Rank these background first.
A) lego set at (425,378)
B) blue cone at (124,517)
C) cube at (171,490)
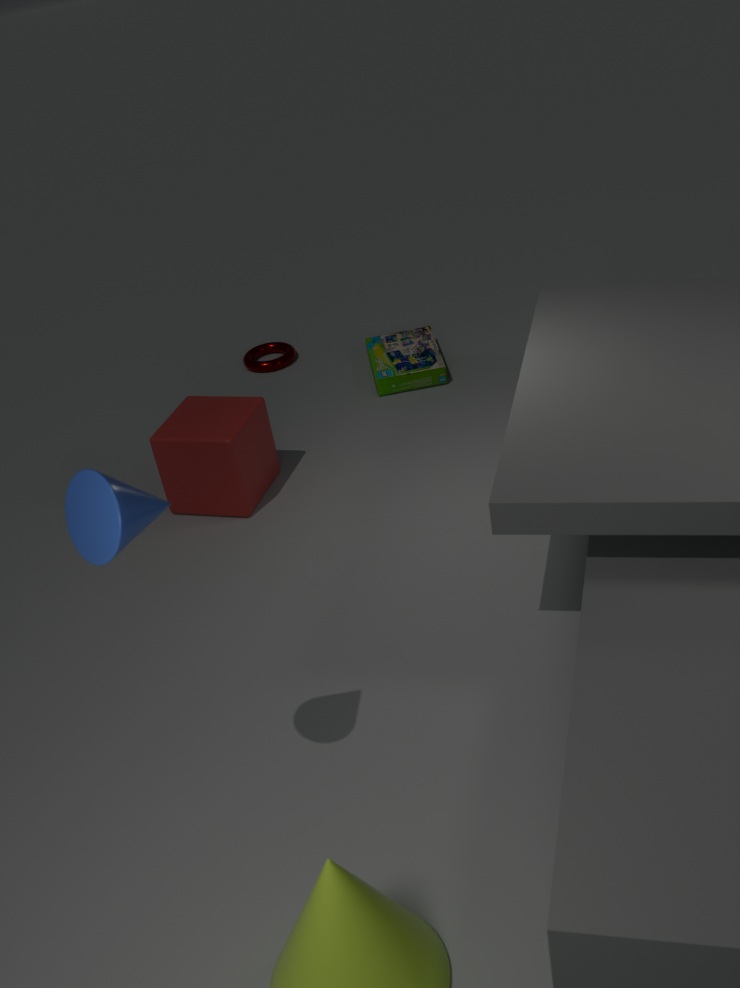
lego set at (425,378) < cube at (171,490) < blue cone at (124,517)
